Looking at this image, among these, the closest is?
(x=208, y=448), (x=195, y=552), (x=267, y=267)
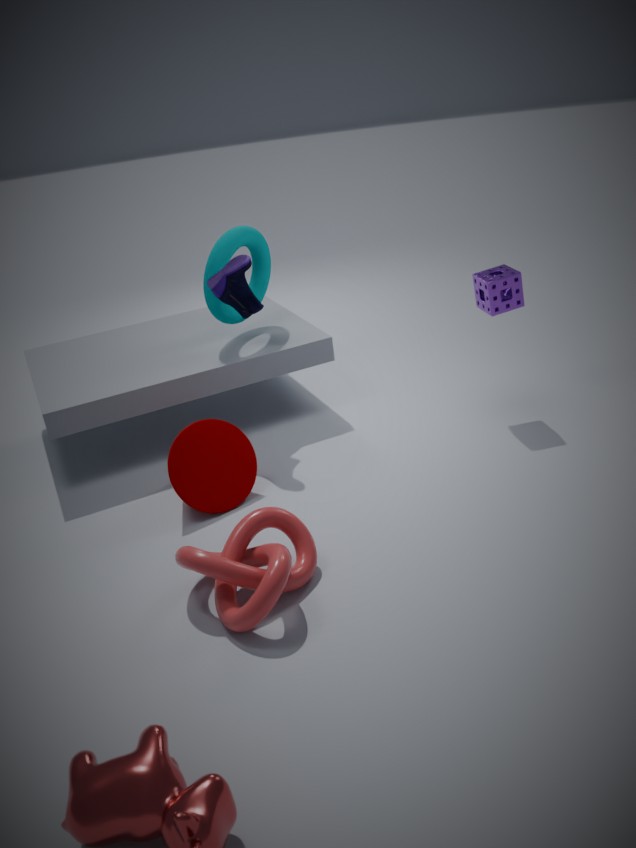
(x=195, y=552)
